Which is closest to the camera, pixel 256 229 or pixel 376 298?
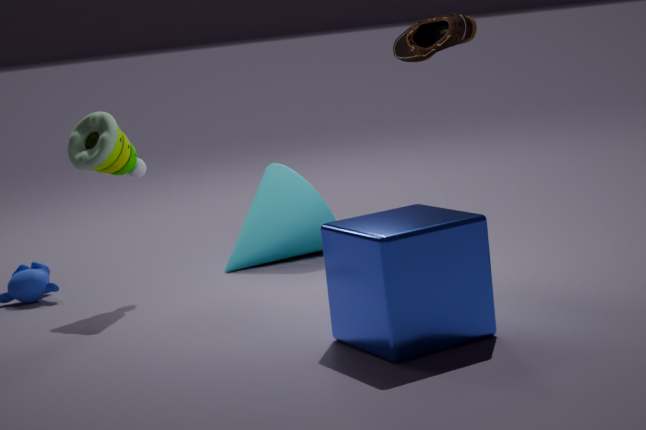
pixel 376 298
